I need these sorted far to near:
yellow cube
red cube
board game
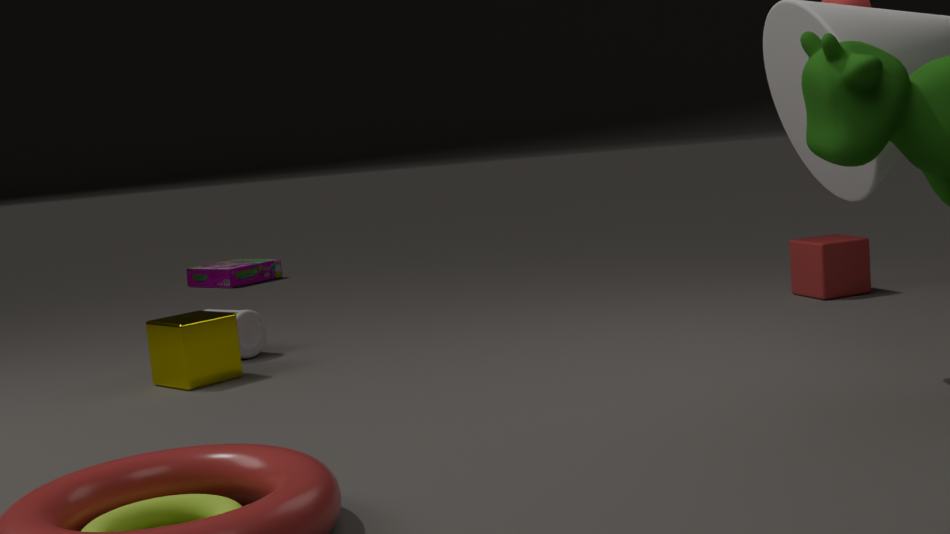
board game
red cube
yellow cube
